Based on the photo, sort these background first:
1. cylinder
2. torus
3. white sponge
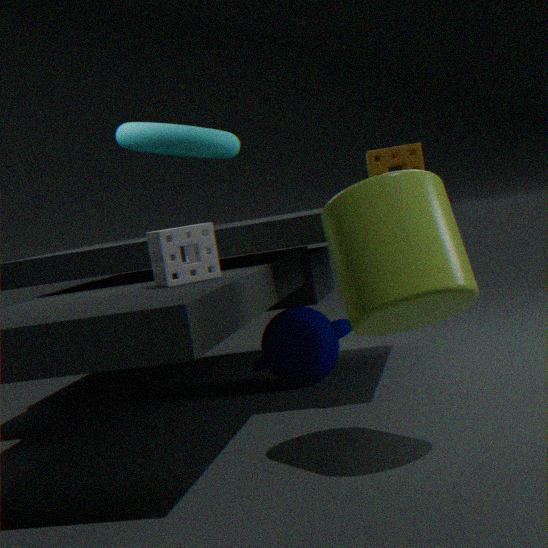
torus
white sponge
cylinder
